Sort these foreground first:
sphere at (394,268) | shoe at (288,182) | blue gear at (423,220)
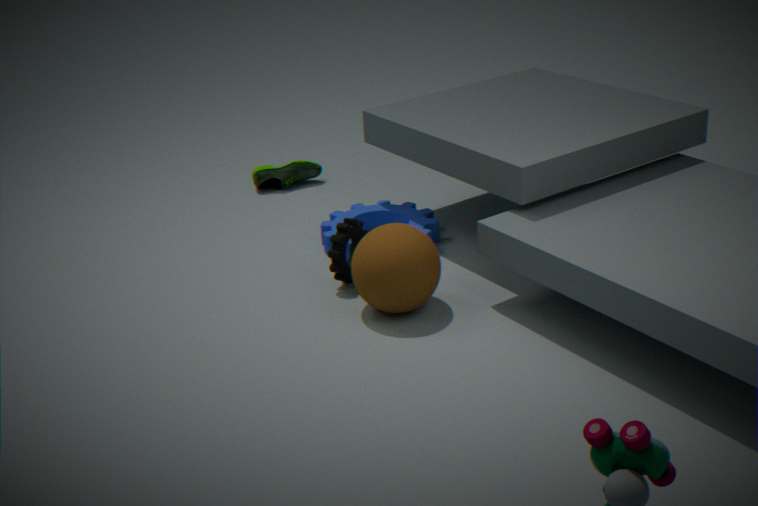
sphere at (394,268) → blue gear at (423,220) → shoe at (288,182)
